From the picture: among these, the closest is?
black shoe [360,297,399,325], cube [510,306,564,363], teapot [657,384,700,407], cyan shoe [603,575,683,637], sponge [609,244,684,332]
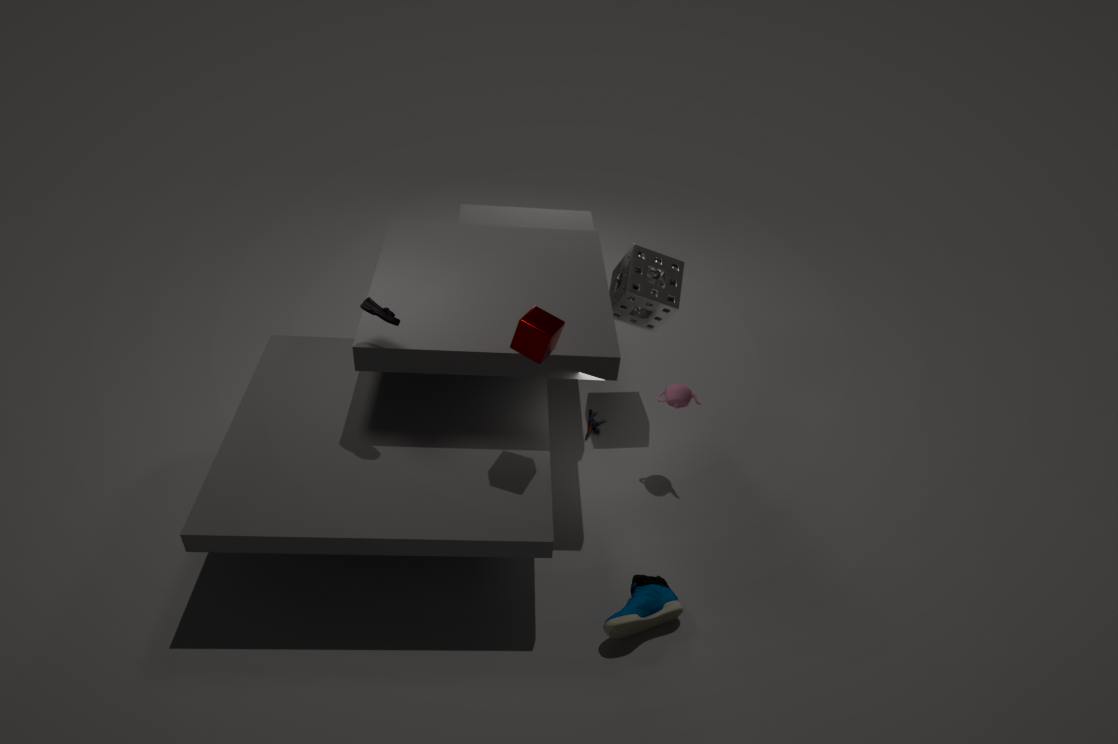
cube [510,306,564,363]
